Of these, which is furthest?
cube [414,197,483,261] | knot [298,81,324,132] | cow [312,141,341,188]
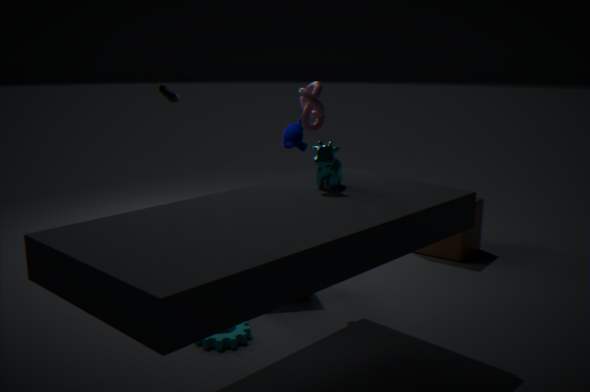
cube [414,197,483,261]
